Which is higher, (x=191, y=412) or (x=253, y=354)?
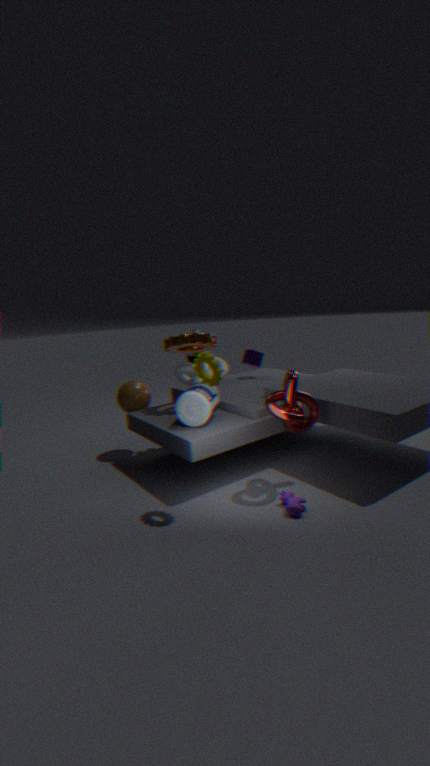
(x=253, y=354)
